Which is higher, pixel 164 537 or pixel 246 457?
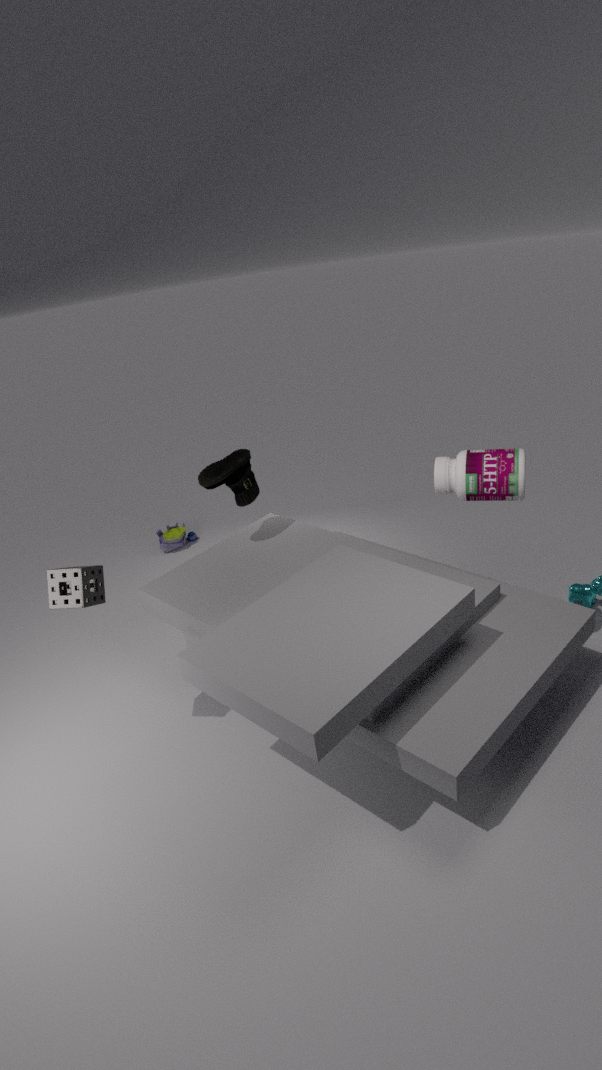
pixel 246 457
